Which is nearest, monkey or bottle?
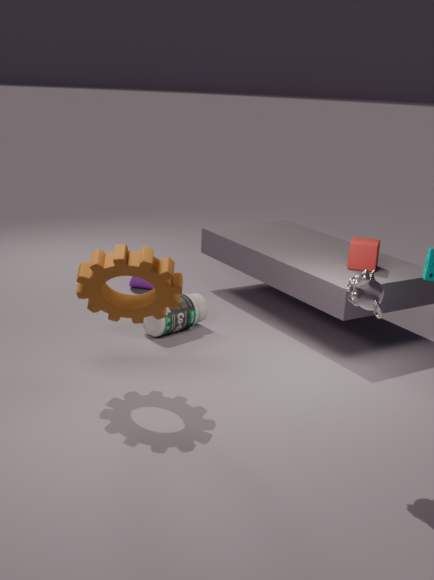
monkey
